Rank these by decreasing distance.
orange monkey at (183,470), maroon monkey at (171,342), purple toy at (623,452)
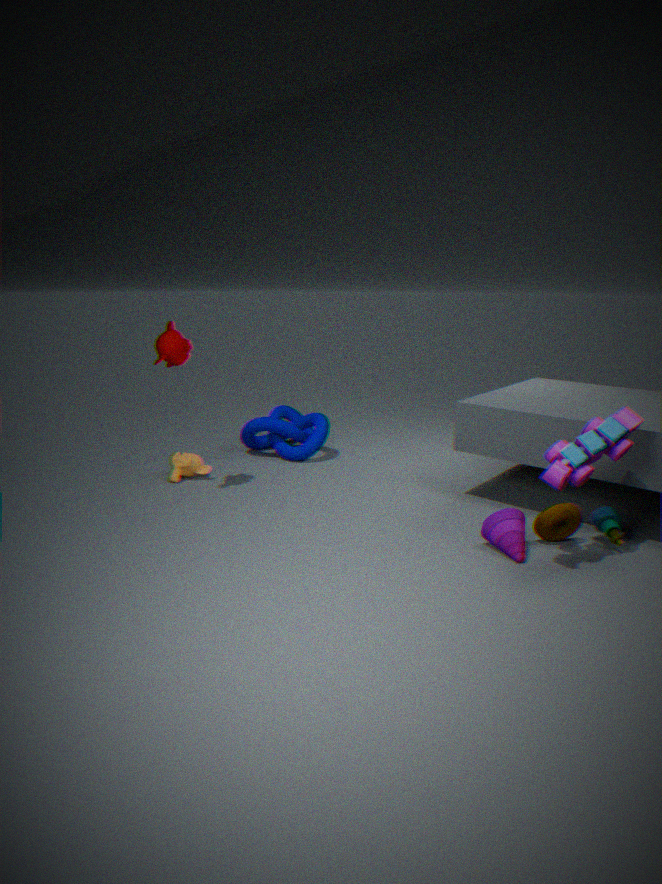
orange monkey at (183,470), maroon monkey at (171,342), purple toy at (623,452)
